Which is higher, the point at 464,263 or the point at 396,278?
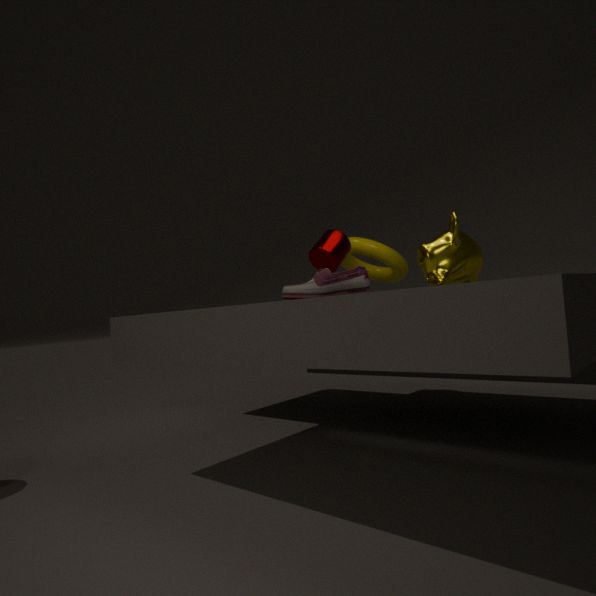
the point at 396,278
